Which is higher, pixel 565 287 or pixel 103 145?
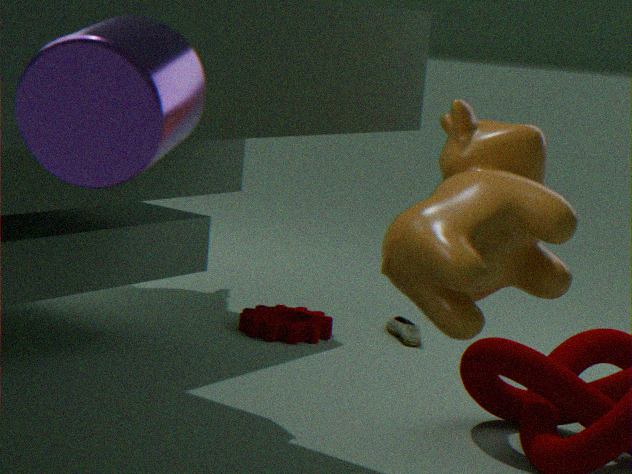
pixel 103 145
